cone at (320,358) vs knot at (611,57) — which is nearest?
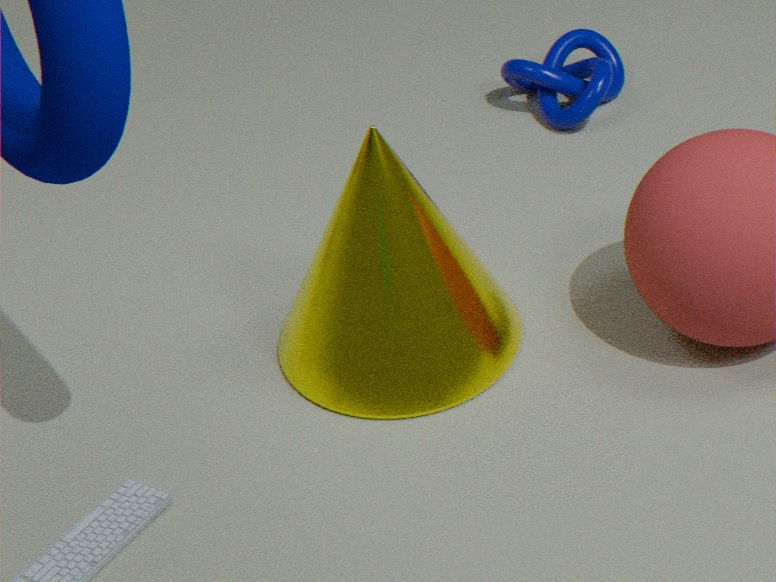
cone at (320,358)
